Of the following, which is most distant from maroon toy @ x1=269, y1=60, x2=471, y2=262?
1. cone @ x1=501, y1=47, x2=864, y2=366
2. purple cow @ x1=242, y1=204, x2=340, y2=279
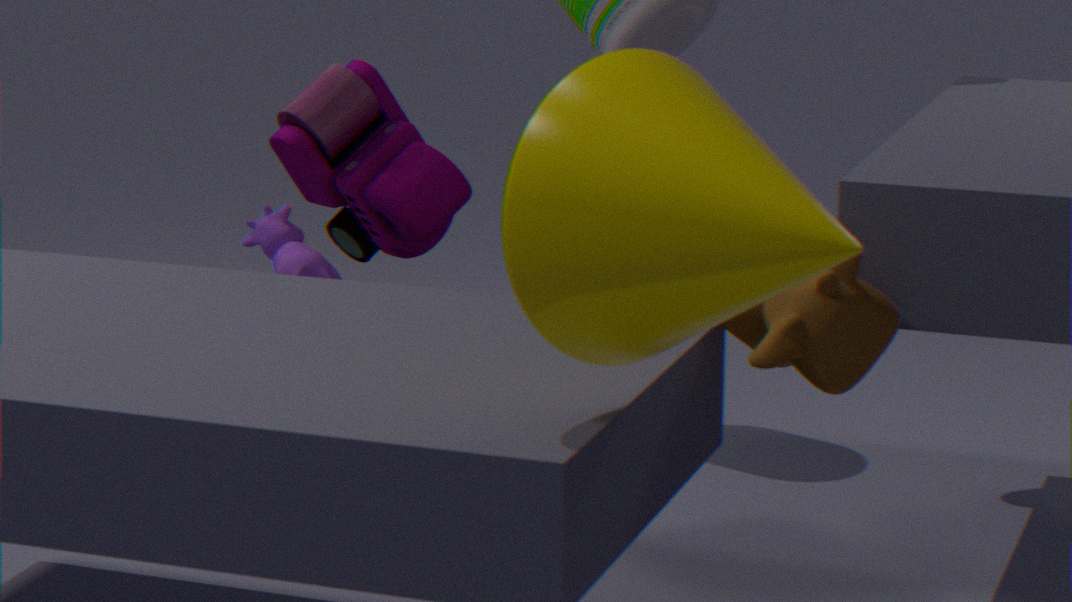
cone @ x1=501, y1=47, x2=864, y2=366
